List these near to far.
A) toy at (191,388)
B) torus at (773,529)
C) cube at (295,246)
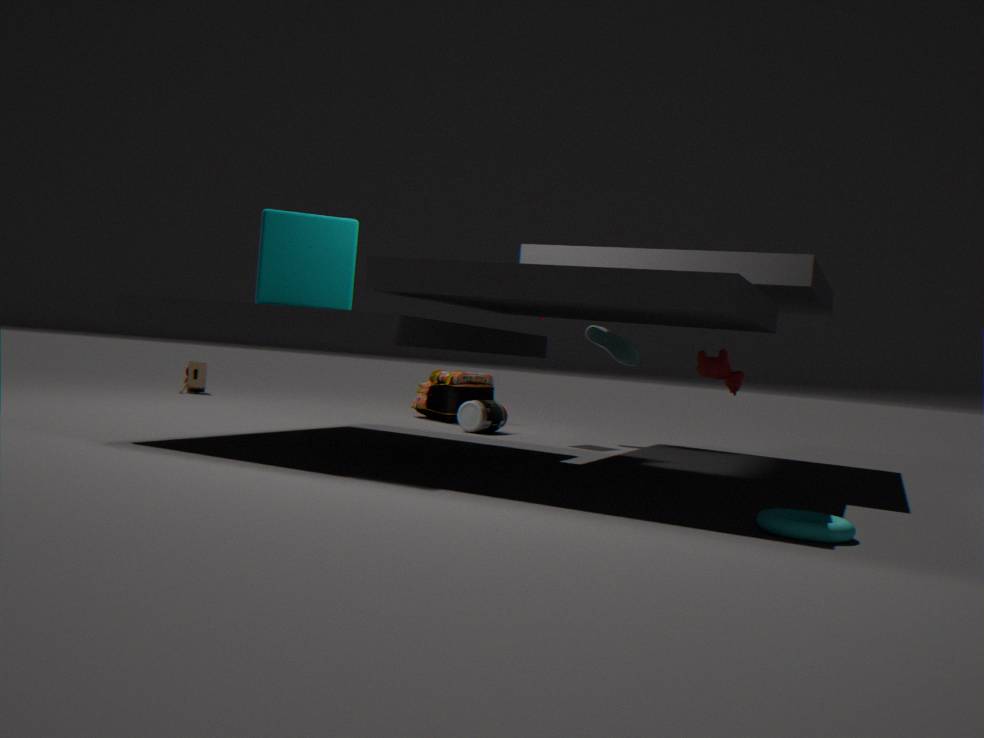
torus at (773,529), cube at (295,246), toy at (191,388)
